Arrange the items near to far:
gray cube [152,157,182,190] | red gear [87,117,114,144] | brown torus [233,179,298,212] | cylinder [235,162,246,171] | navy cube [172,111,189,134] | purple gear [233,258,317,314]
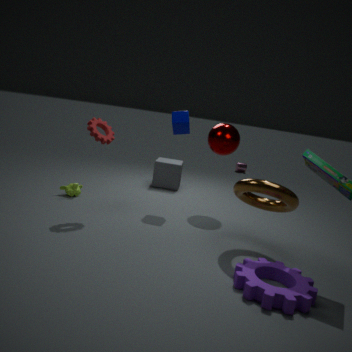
purple gear [233,258,317,314]
brown torus [233,179,298,212]
red gear [87,117,114,144]
navy cube [172,111,189,134]
gray cube [152,157,182,190]
cylinder [235,162,246,171]
